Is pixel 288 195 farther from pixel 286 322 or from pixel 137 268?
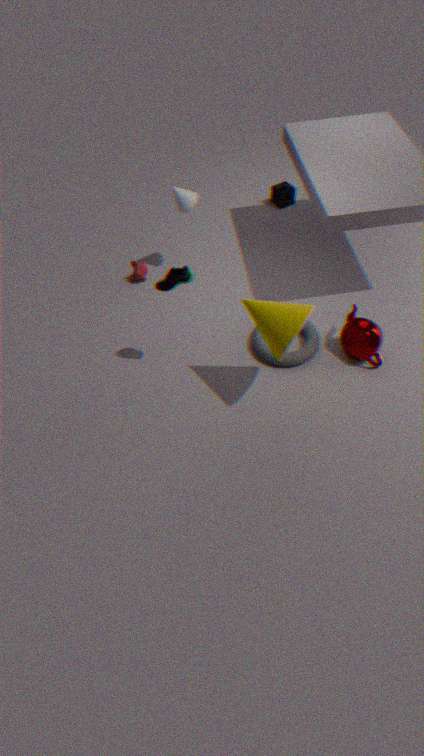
pixel 286 322
